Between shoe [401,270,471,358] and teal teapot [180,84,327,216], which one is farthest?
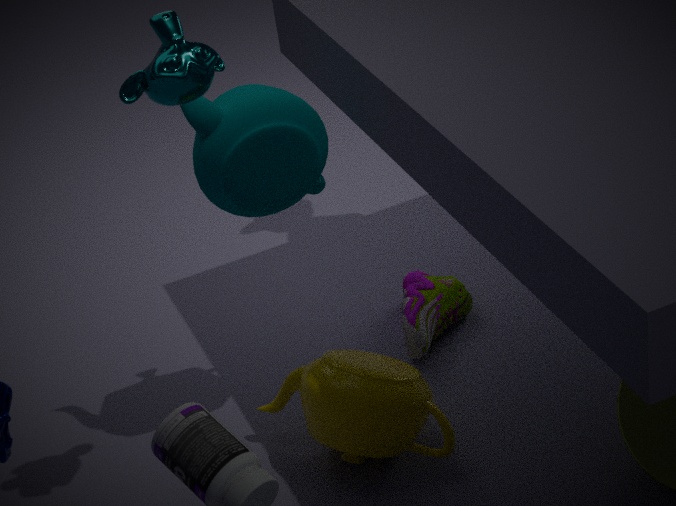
shoe [401,270,471,358]
